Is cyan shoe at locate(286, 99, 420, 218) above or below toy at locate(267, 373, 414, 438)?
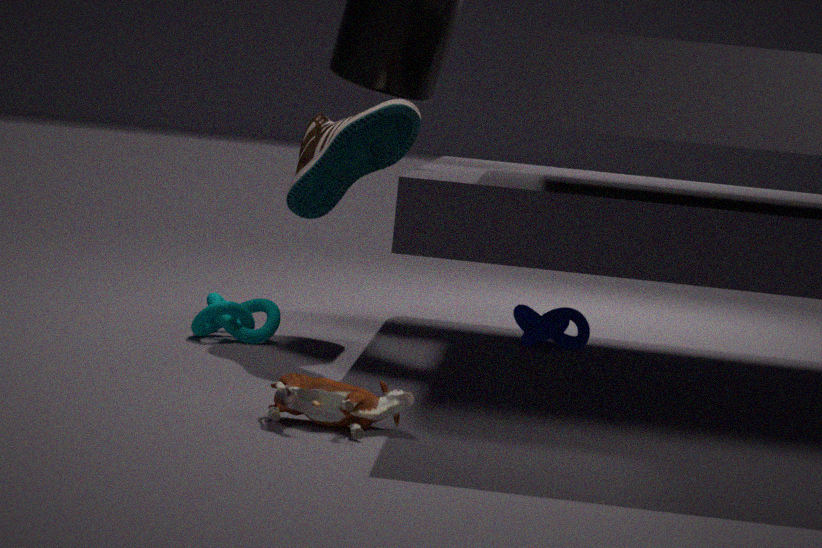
above
